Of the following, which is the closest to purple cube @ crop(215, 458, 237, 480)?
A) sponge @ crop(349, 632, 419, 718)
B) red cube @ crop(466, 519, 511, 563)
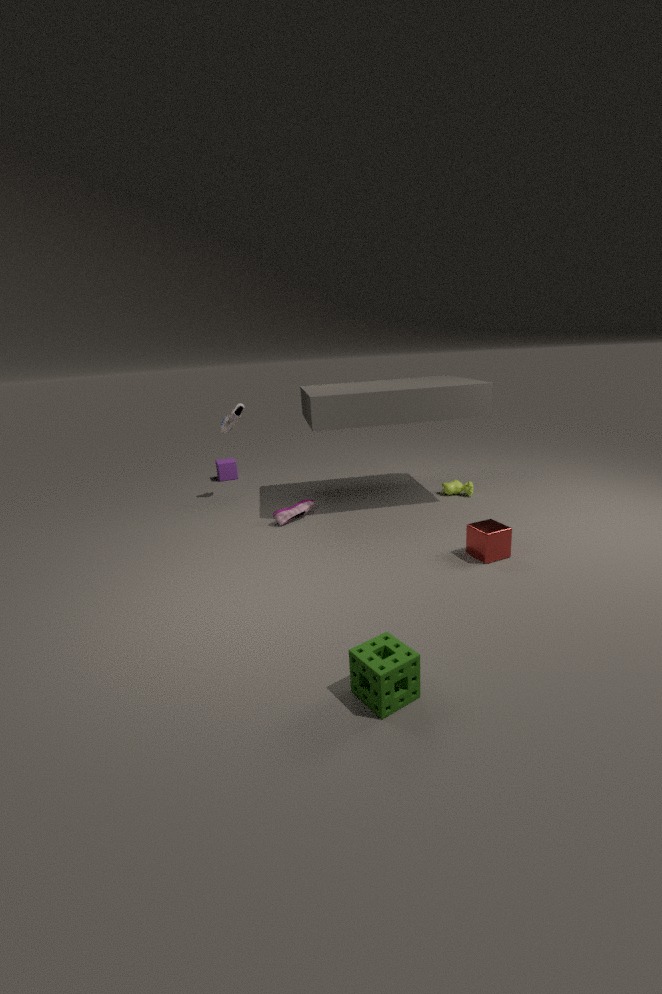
red cube @ crop(466, 519, 511, 563)
